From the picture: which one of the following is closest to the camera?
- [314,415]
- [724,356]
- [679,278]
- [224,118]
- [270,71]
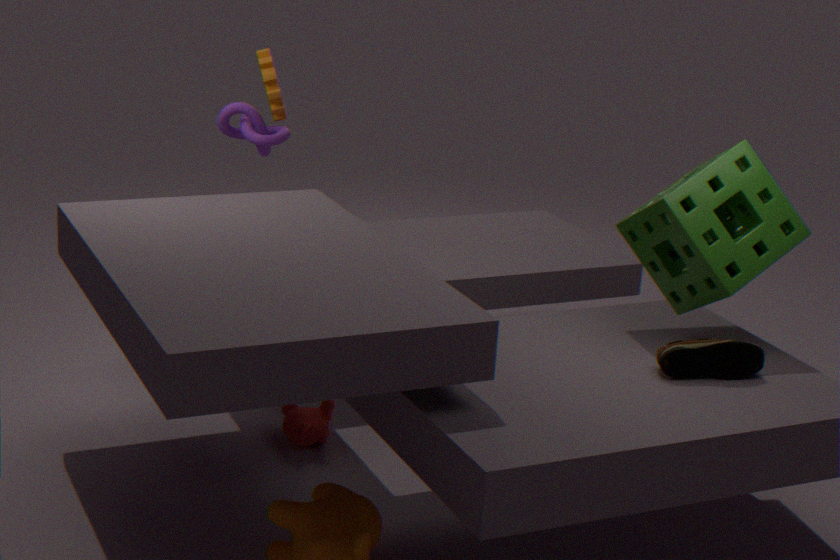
[724,356]
